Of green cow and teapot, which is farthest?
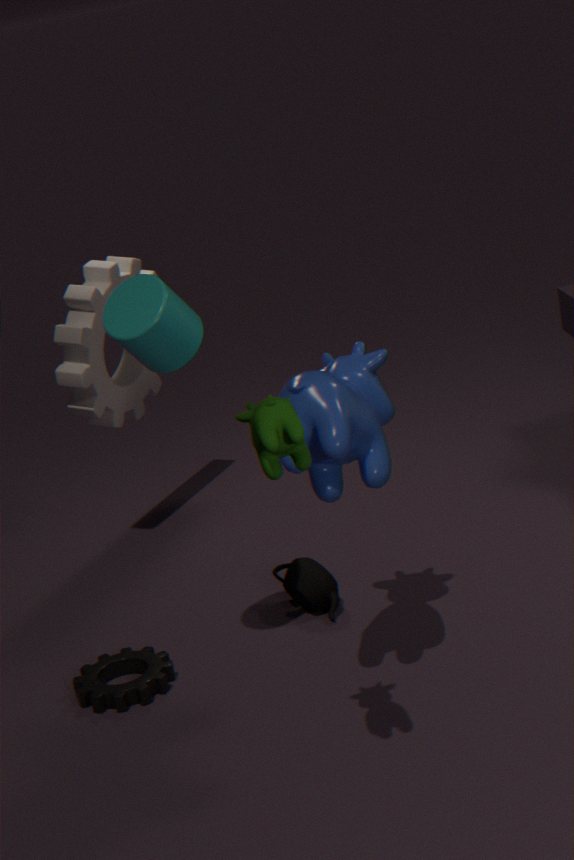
teapot
